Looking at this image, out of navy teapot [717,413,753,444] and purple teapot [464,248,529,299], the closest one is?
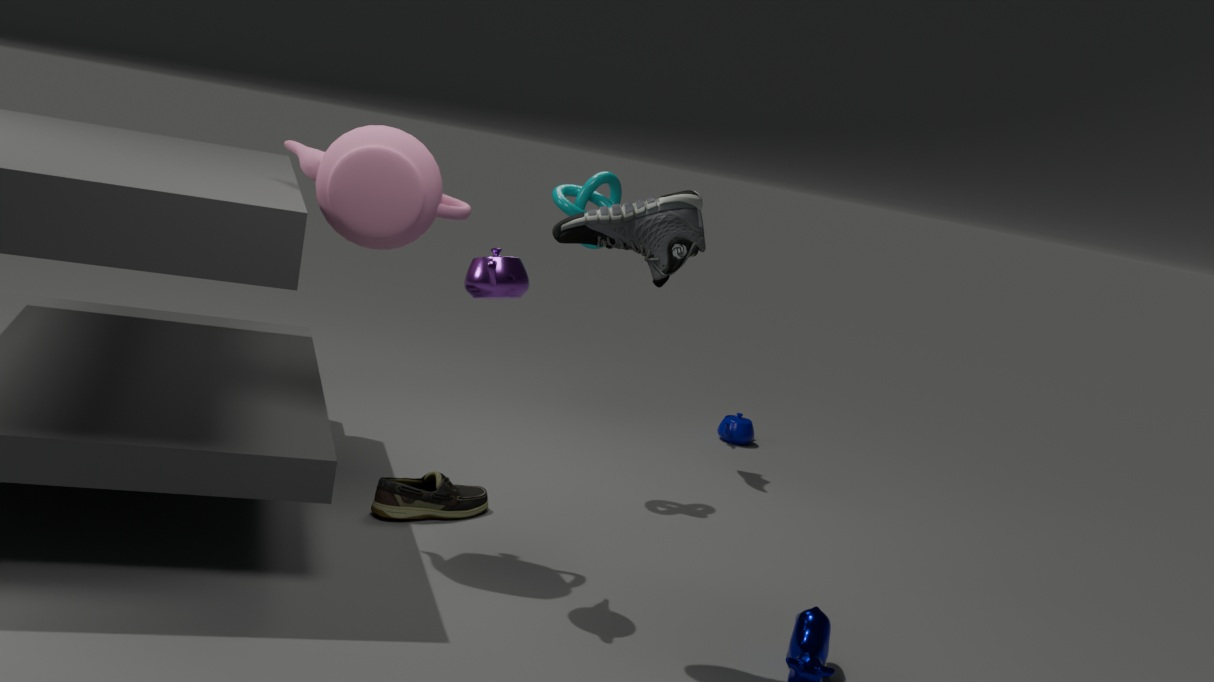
purple teapot [464,248,529,299]
